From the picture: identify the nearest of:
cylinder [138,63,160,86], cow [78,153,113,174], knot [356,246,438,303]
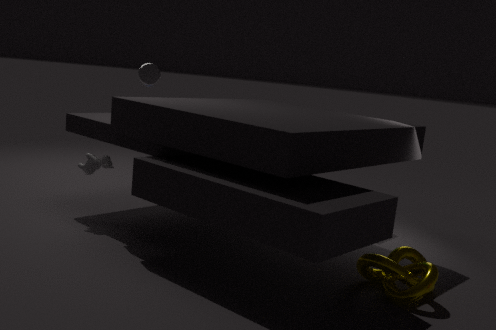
knot [356,246,438,303]
